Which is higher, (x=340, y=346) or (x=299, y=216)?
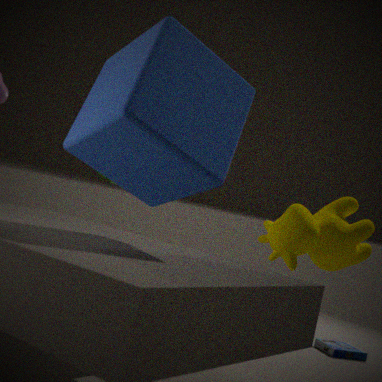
(x=299, y=216)
